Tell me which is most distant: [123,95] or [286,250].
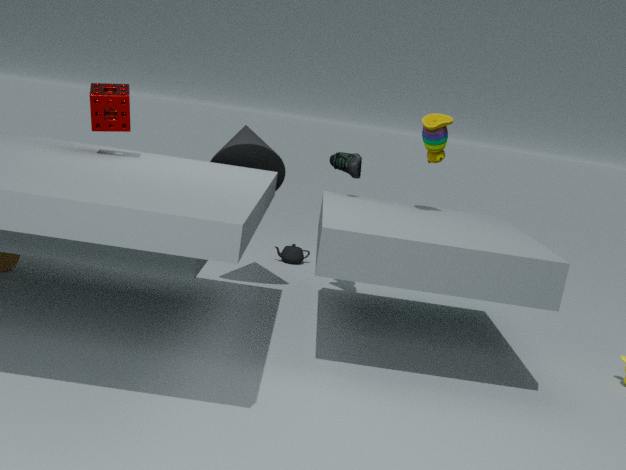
[286,250]
